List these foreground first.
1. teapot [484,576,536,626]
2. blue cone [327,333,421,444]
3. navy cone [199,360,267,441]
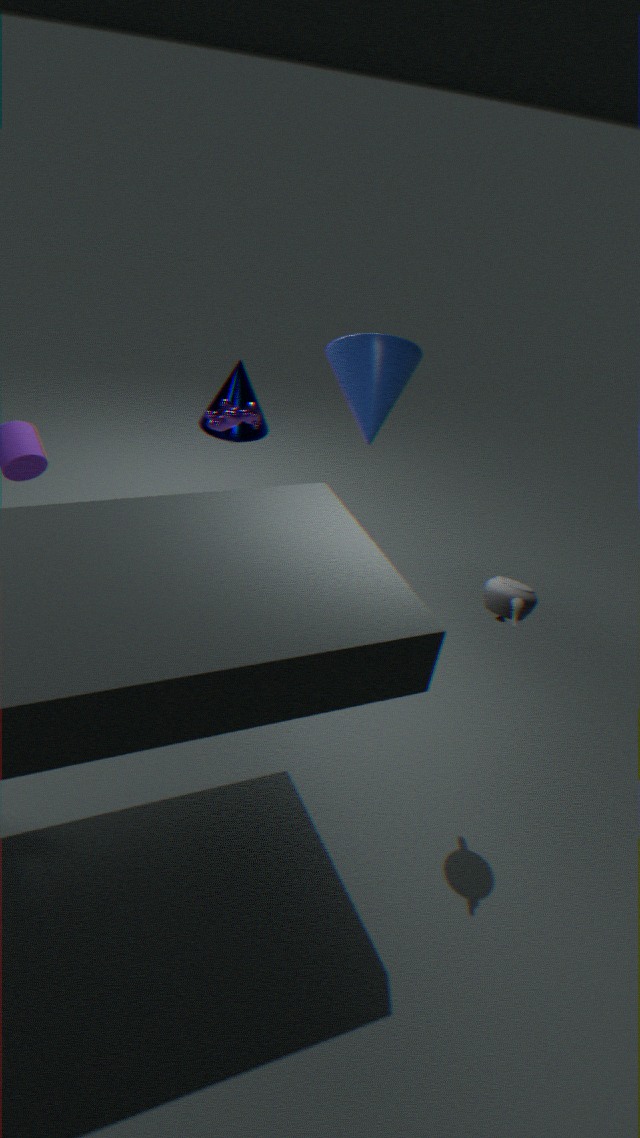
teapot [484,576,536,626]
blue cone [327,333,421,444]
navy cone [199,360,267,441]
